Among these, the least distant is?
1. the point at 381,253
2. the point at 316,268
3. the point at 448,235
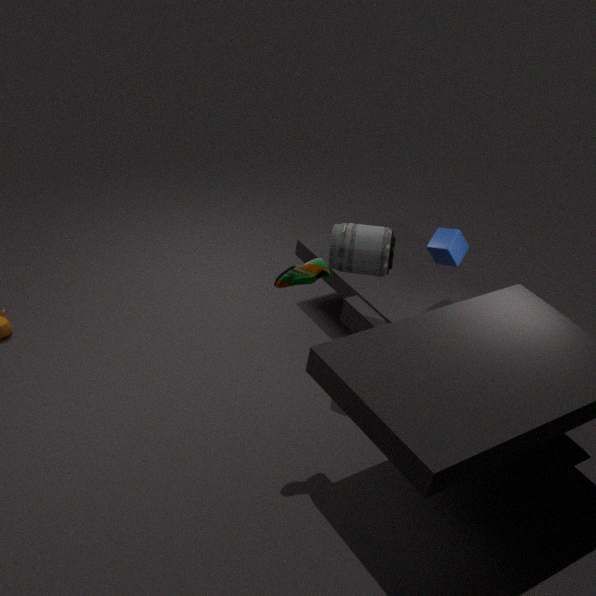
the point at 316,268
